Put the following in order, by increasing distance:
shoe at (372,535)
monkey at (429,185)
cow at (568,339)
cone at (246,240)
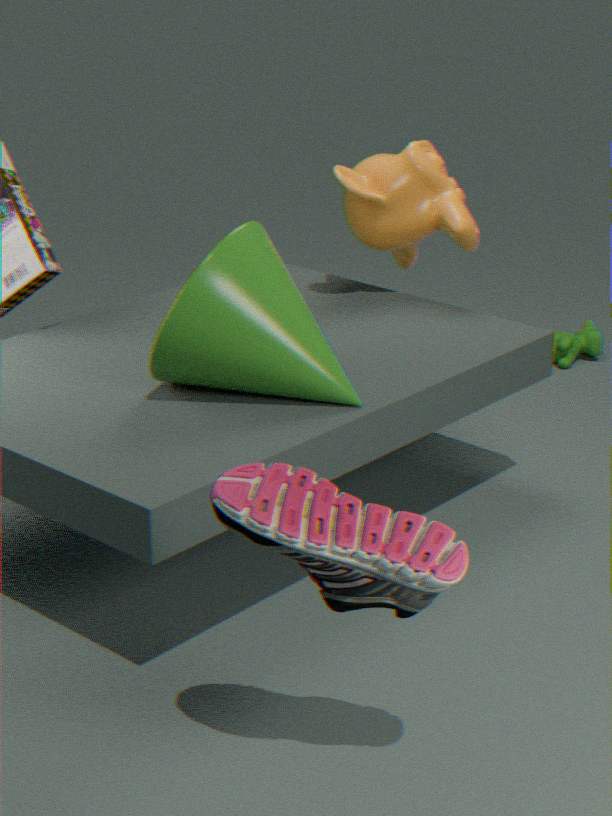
shoe at (372,535) → cone at (246,240) → monkey at (429,185) → cow at (568,339)
